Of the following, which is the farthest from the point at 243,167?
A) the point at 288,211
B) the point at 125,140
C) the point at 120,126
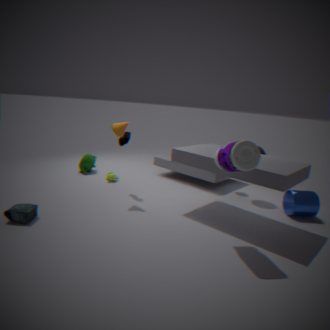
the point at 125,140
